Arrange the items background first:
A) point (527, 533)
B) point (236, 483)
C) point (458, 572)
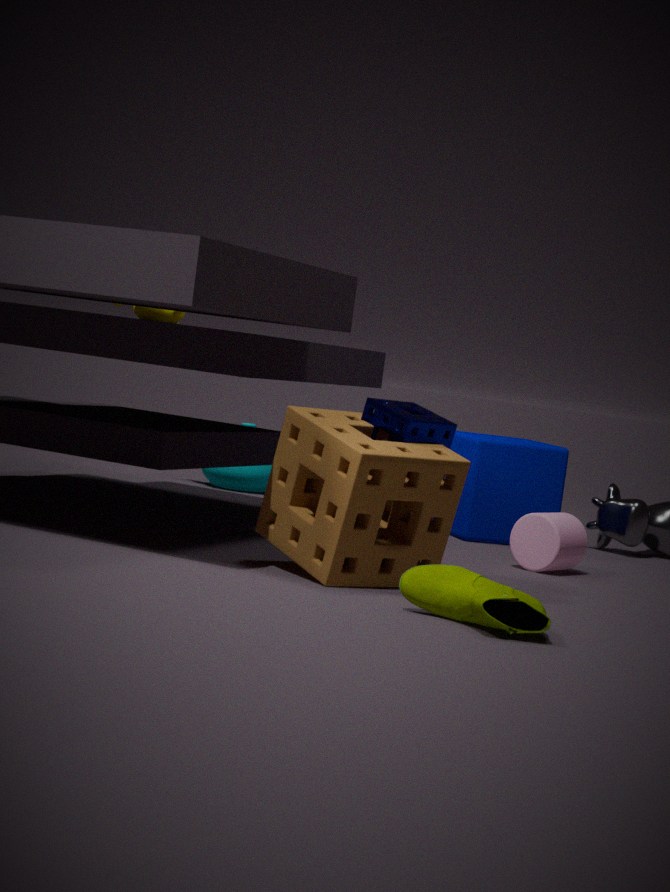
point (236, 483), point (527, 533), point (458, 572)
